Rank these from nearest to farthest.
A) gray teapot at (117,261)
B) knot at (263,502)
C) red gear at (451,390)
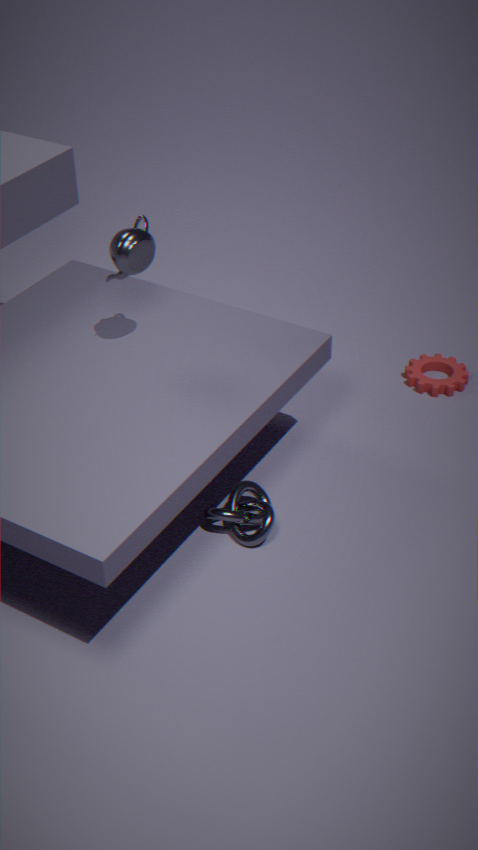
gray teapot at (117,261) < knot at (263,502) < red gear at (451,390)
